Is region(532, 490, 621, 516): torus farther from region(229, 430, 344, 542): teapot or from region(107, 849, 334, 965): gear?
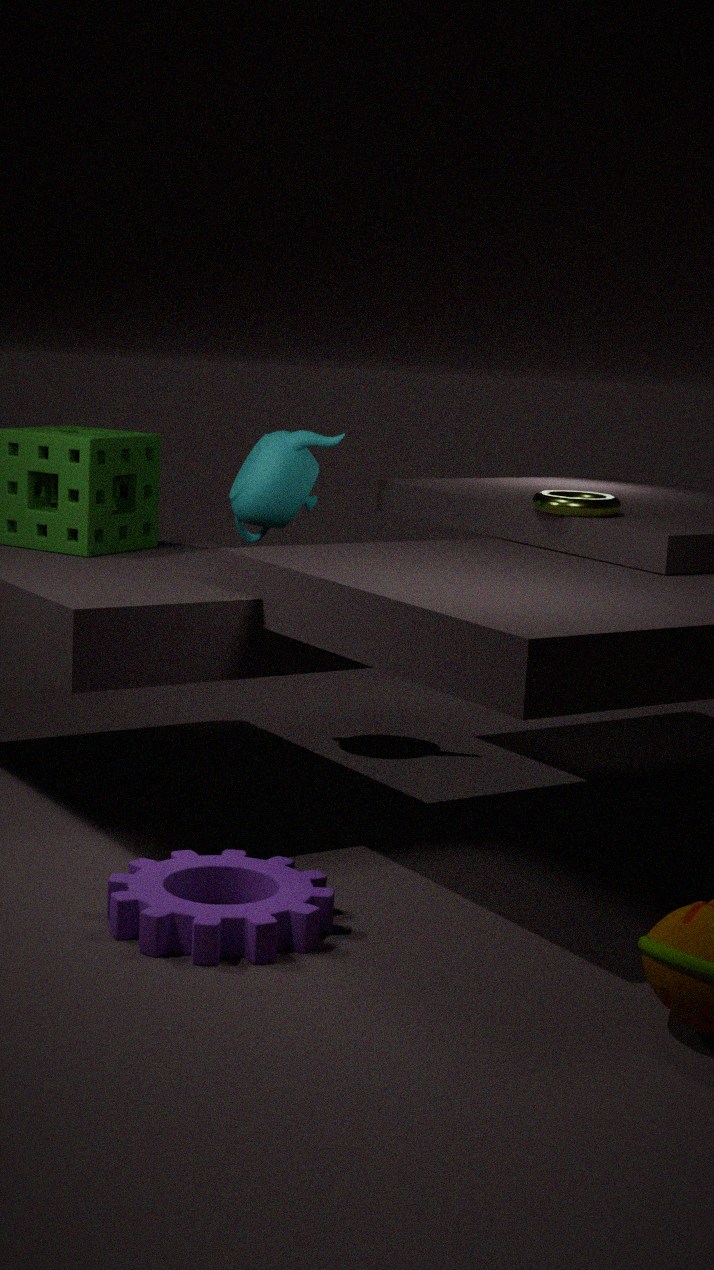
region(107, 849, 334, 965): gear
